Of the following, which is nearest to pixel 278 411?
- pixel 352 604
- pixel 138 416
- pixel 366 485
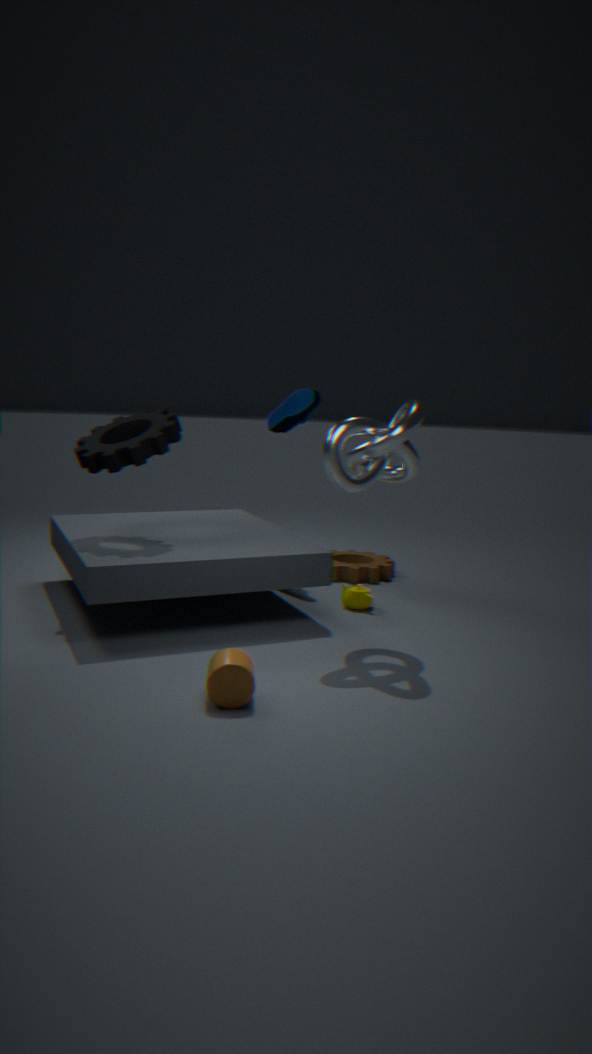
pixel 138 416
